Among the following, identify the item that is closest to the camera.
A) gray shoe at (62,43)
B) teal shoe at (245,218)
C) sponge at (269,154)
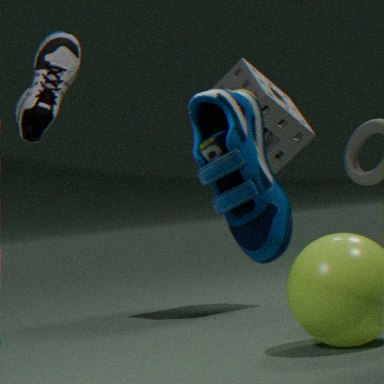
teal shoe at (245,218)
